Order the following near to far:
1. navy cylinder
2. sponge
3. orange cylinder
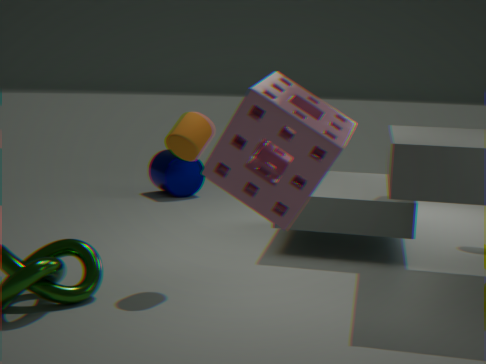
sponge → orange cylinder → navy cylinder
